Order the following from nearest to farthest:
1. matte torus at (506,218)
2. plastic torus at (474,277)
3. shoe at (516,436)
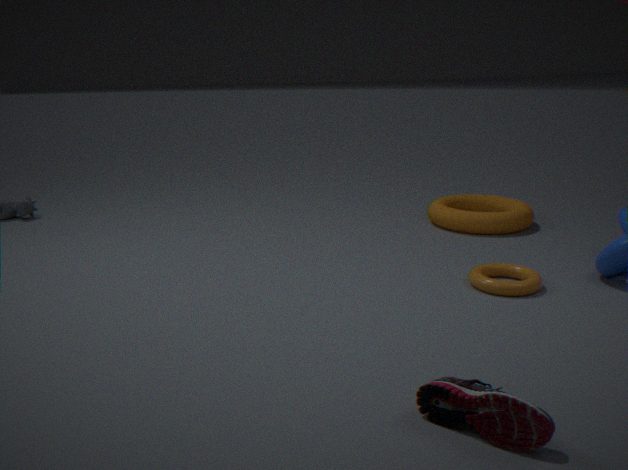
shoe at (516,436) < plastic torus at (474,277) < matte torus at (506,218)
